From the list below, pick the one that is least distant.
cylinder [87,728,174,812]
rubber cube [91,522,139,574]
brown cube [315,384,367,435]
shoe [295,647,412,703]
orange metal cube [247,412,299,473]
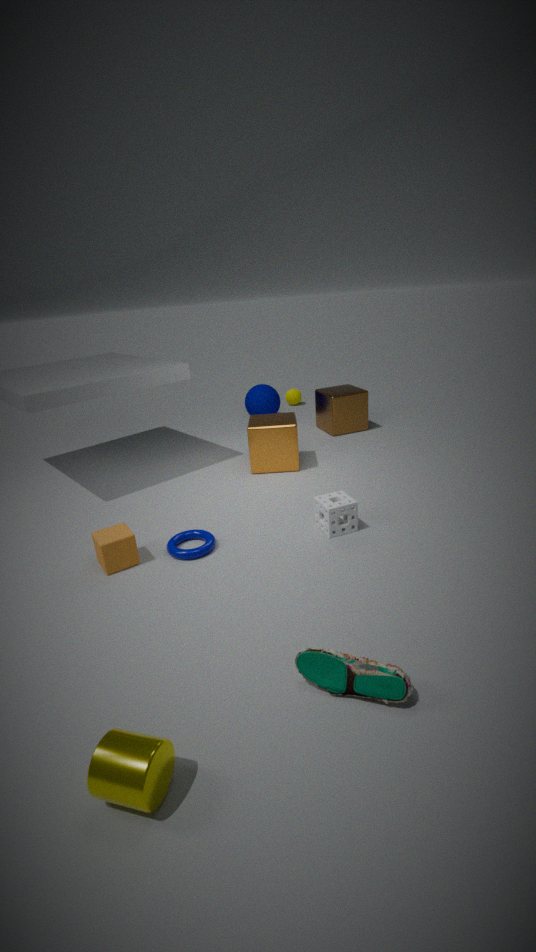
cylinder [87,728,174,812]
